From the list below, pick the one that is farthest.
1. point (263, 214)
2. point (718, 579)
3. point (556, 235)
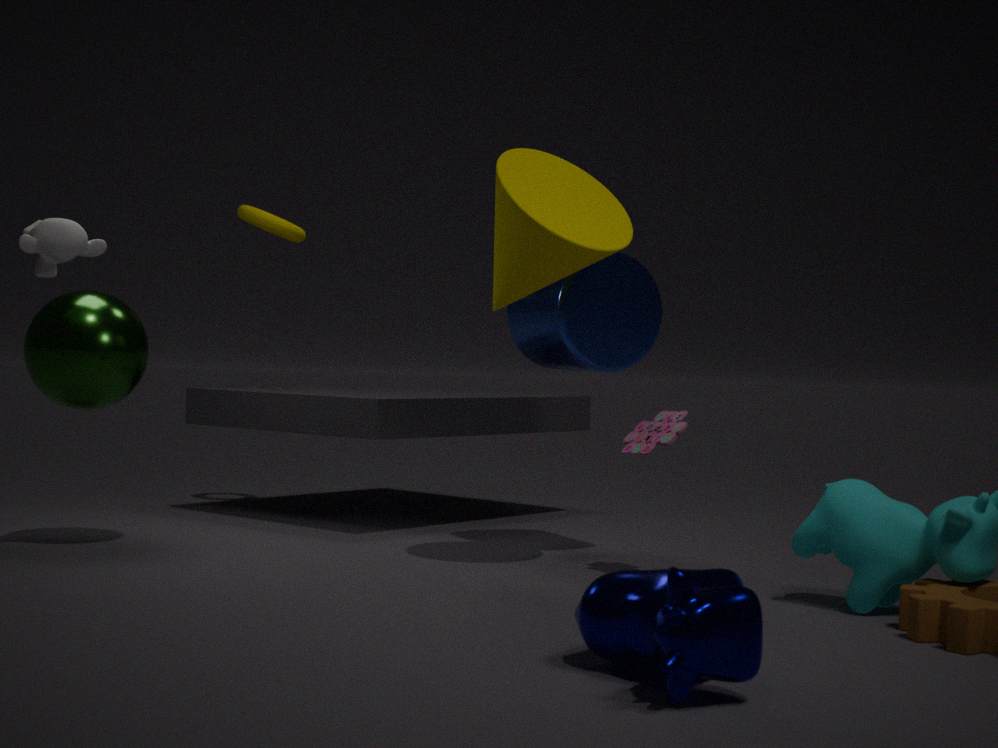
point (263, 214)
